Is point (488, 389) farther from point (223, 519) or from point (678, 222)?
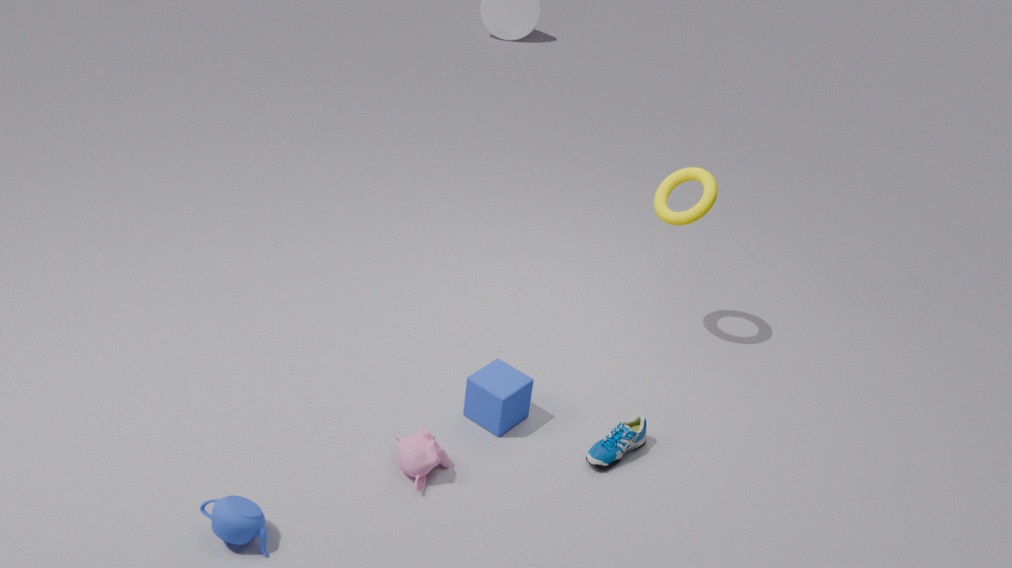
point (678, 222)
